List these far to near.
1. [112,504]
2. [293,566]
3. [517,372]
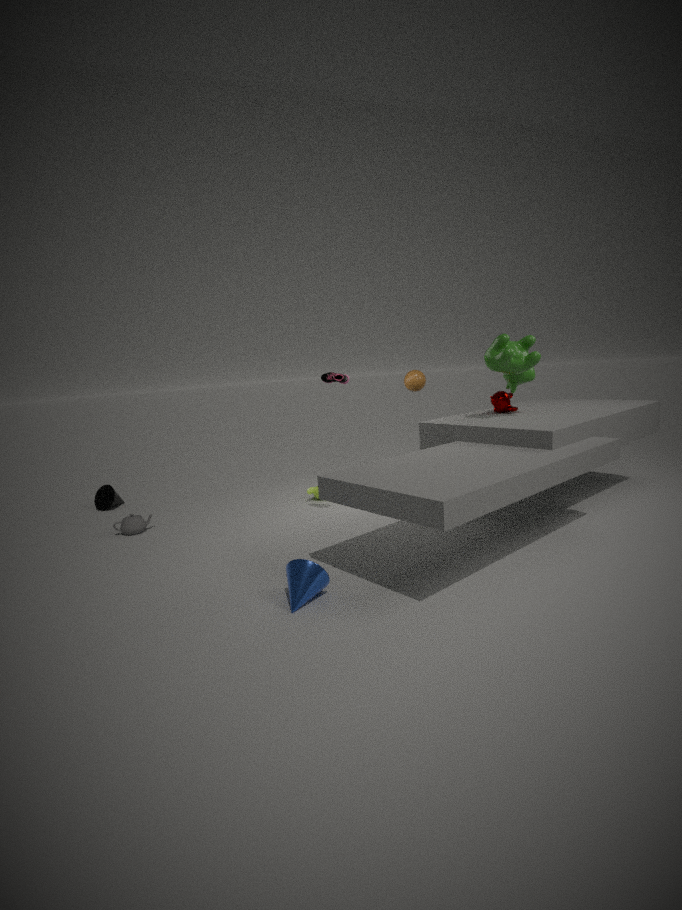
[112,504], [517,372], [293,566]
